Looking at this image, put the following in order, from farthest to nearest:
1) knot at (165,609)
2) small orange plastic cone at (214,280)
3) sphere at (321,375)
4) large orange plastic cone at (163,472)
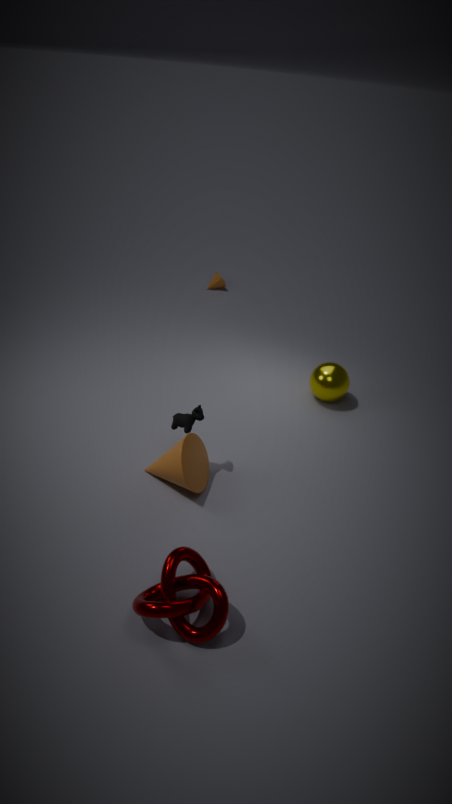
1. 2. small orange plastic cone at (214,280)
2. 3. sphere at (321,375)
3. 4. large orange plastic cone at (163,472)
4. 1. knot at (165,609)
